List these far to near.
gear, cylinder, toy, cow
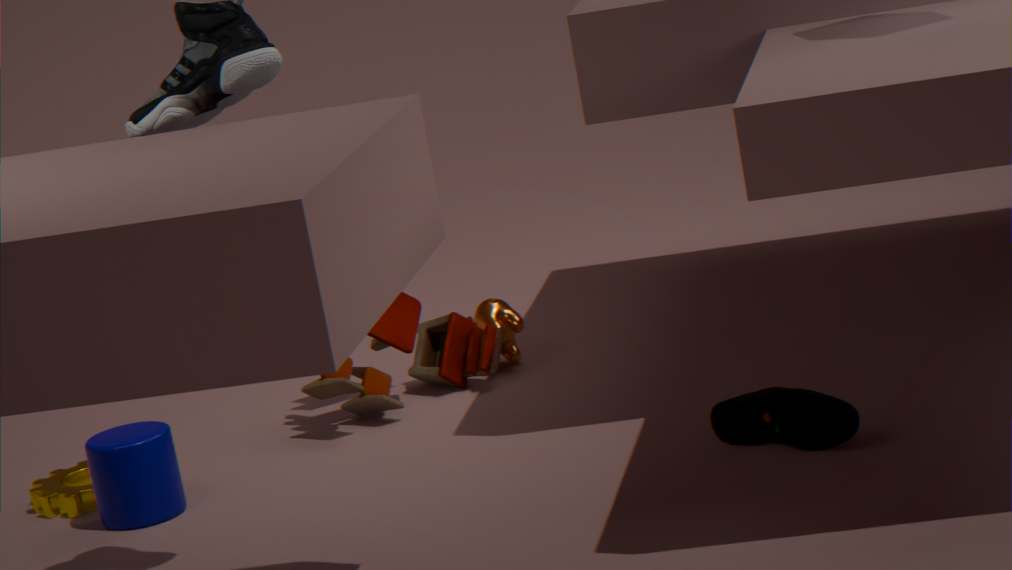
cow < toy < gear < cylinder
